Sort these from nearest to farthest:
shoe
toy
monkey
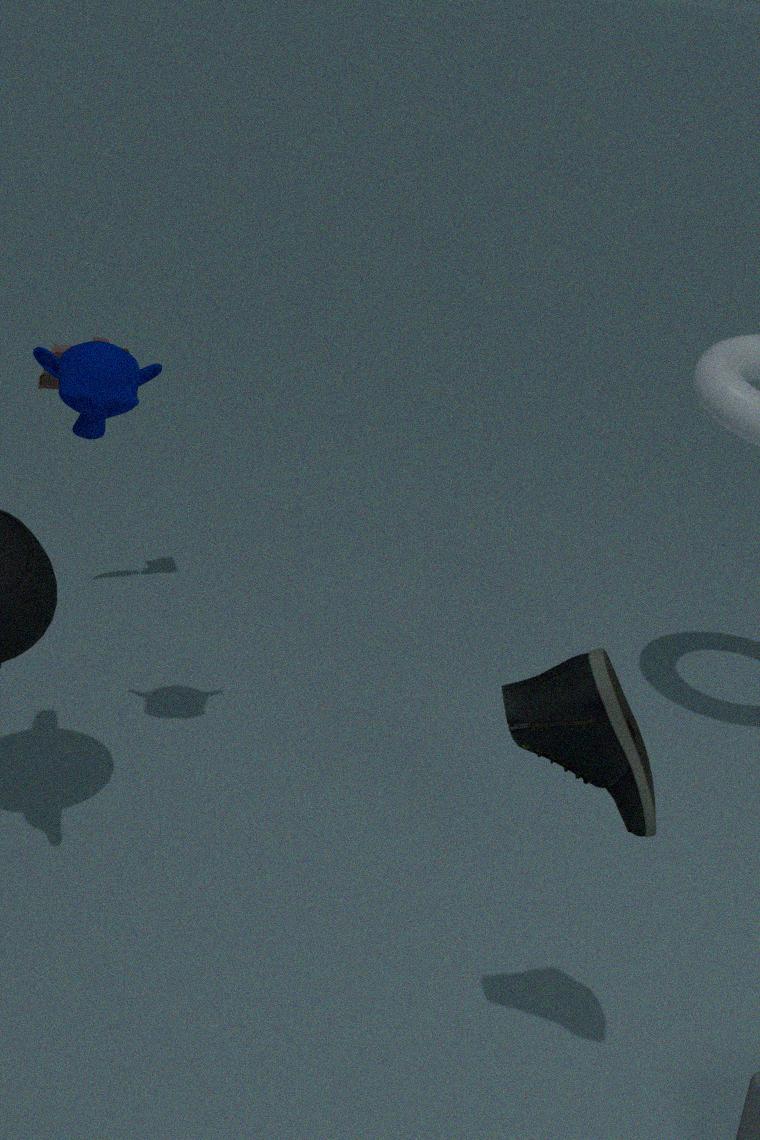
1. shoe
2. monkey
3. toy
